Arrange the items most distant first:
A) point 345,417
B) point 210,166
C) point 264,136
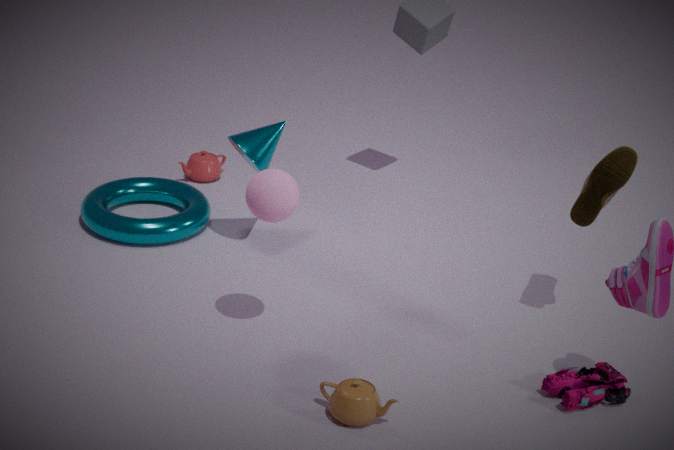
1. point 210,166
2. point 264,136
3. point 345,417
